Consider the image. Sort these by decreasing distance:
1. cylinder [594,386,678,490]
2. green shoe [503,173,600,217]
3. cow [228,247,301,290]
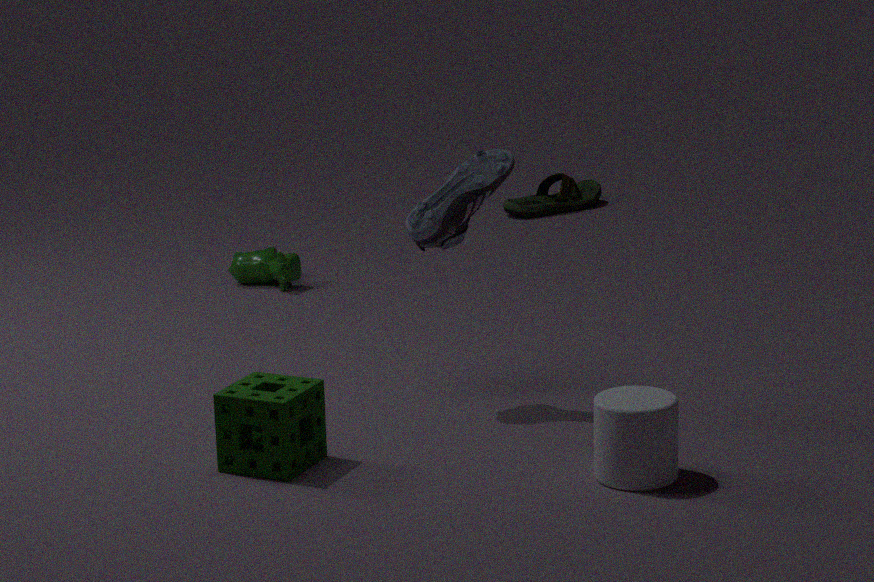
green shoe [503,173,600,217] → cow [228,247,301,290] → cylinder [594,386,678,490]
